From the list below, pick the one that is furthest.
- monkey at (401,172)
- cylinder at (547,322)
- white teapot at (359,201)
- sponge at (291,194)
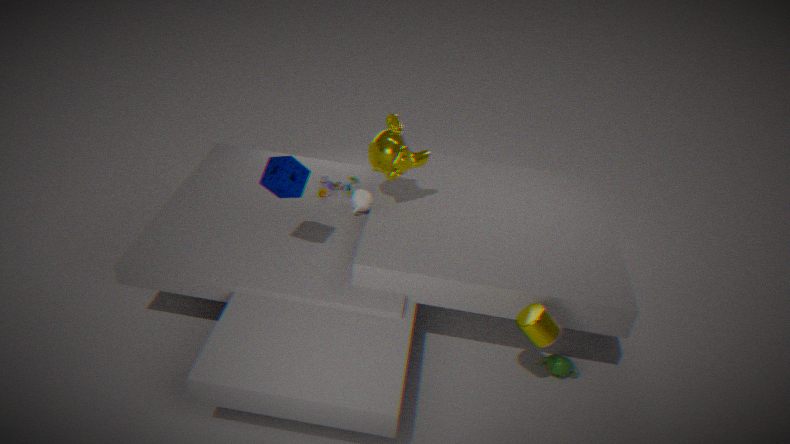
white teapot at (359,201)
